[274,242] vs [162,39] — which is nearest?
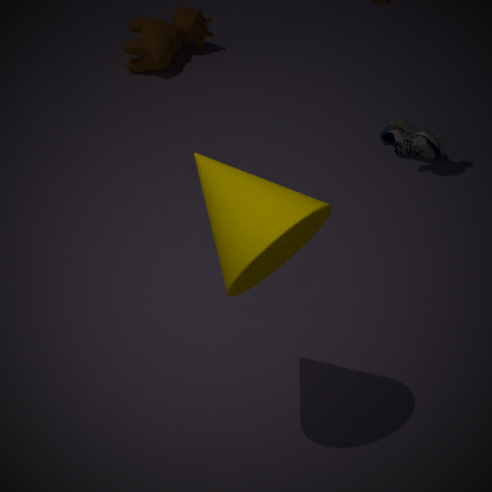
[274,242]
